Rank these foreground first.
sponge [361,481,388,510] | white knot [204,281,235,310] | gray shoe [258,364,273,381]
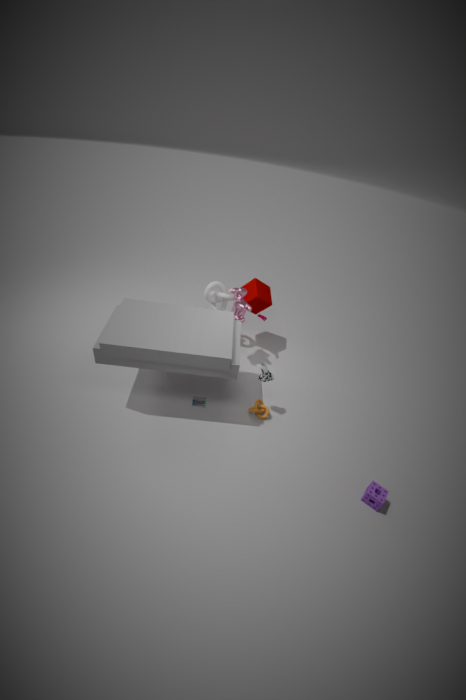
sponge [361,481,388,510] → gray shoe [258,364,273,381] → white knot [204,281,235,310]
